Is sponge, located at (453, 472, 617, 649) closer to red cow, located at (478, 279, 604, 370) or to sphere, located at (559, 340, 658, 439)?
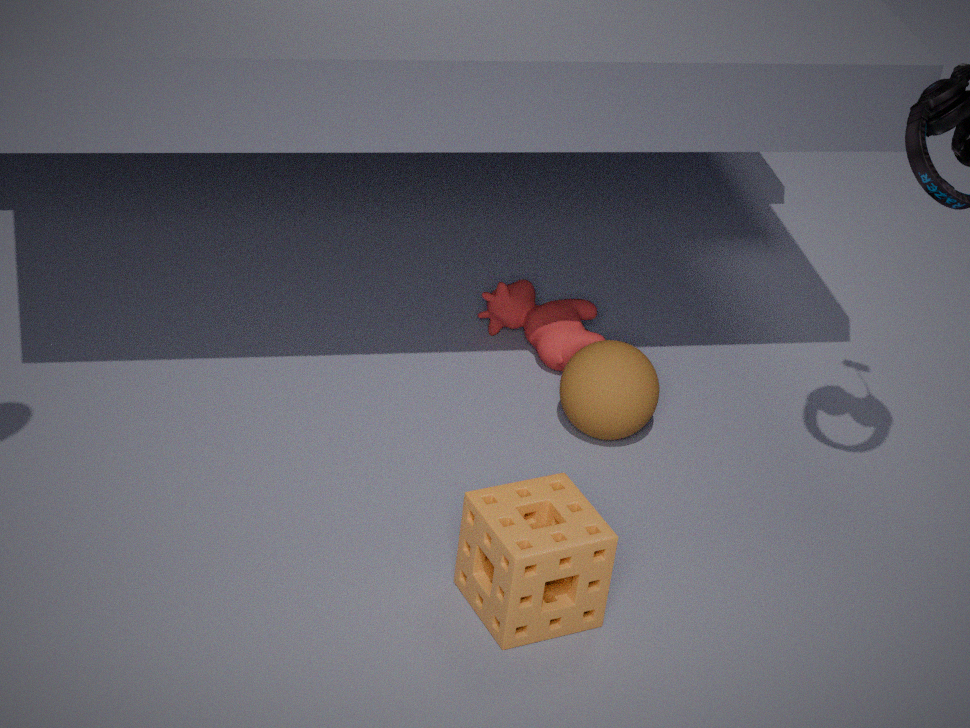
sphere, located at (559, 340, 658, 439)
